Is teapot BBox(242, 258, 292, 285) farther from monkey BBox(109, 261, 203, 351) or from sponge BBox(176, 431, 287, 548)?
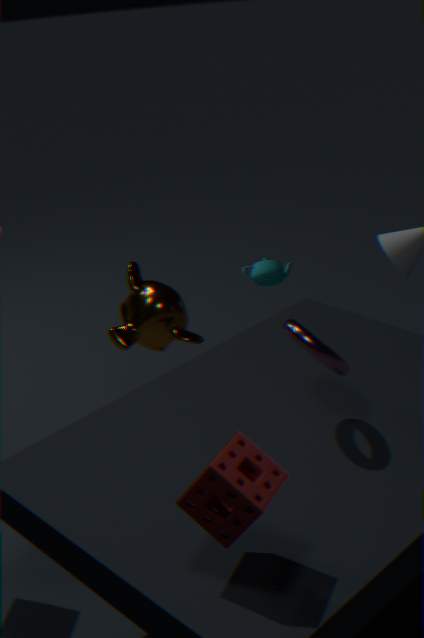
sponge BBox(176, 431, 287, 548)
